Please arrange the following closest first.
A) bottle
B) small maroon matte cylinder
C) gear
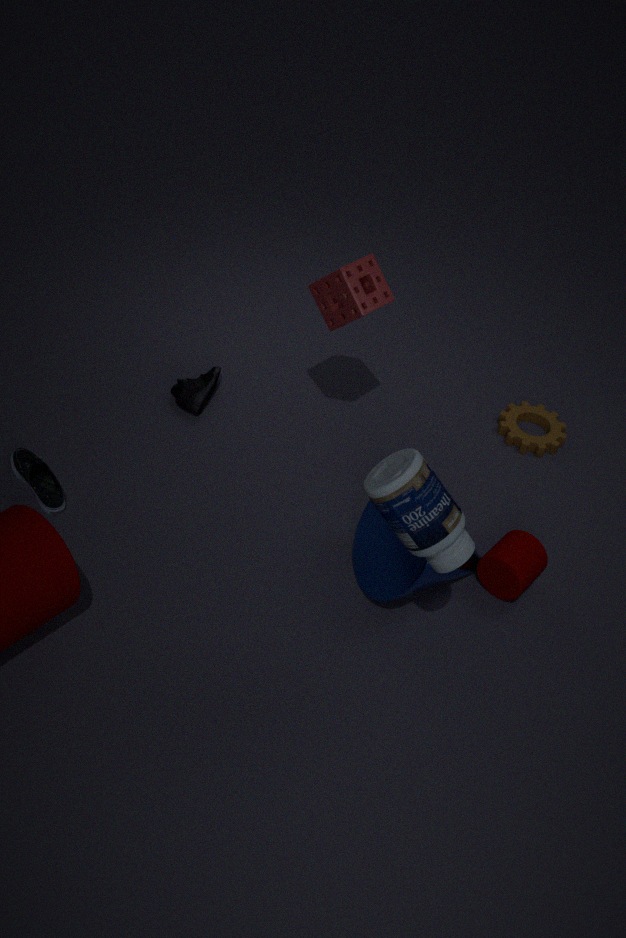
bottle → small maroon matte cylinder → gear
